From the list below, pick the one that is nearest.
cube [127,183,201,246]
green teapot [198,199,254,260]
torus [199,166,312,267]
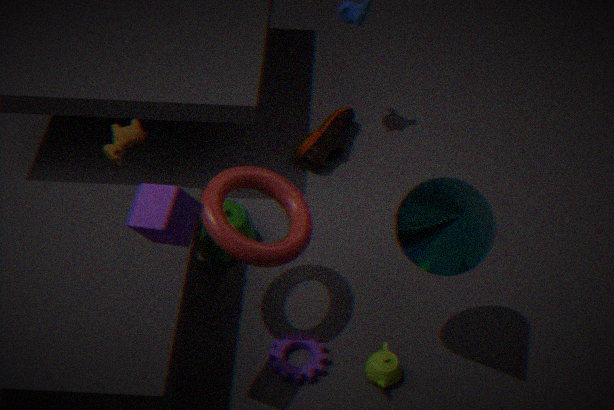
cube [127,183,201,246]
